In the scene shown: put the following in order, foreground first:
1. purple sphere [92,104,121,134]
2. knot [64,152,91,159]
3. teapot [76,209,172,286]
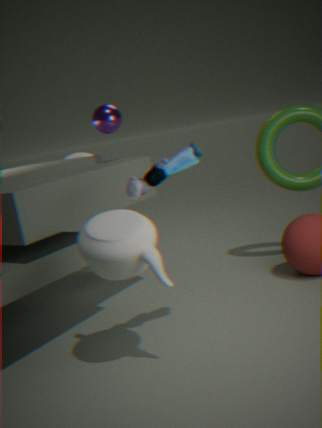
teapot [76,209,172,286] < purple sphere [92,104,121,134] < knot [64,152,91,159]
